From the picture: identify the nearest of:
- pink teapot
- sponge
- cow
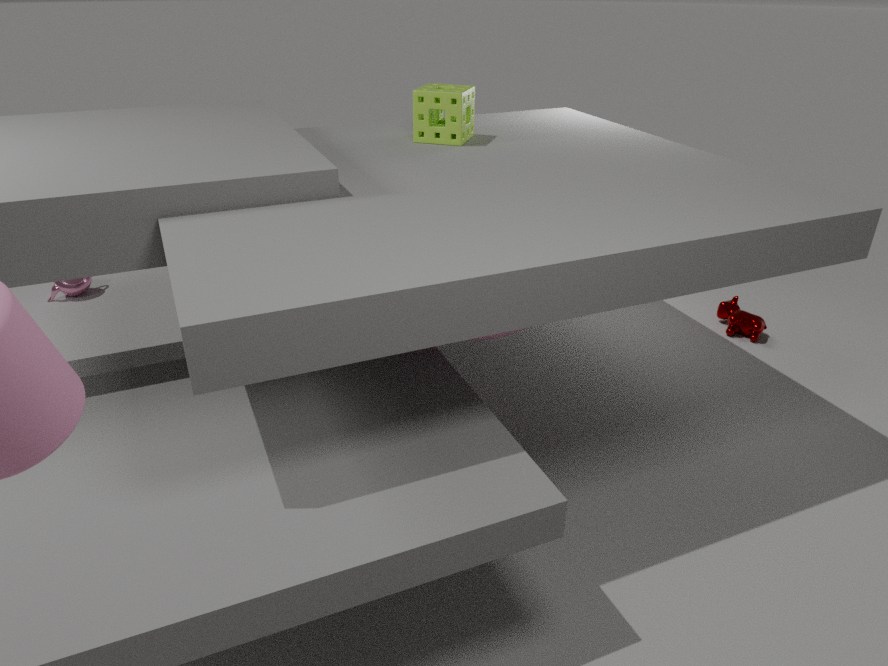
sponge
